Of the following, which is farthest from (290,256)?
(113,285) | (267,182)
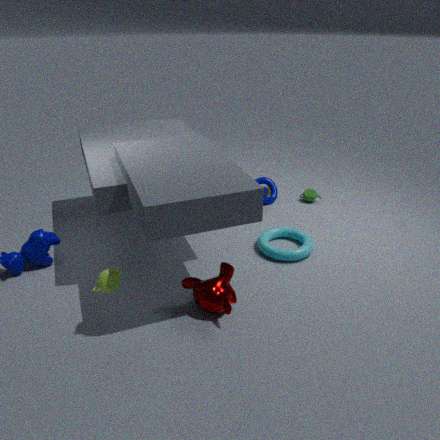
(113,285)
